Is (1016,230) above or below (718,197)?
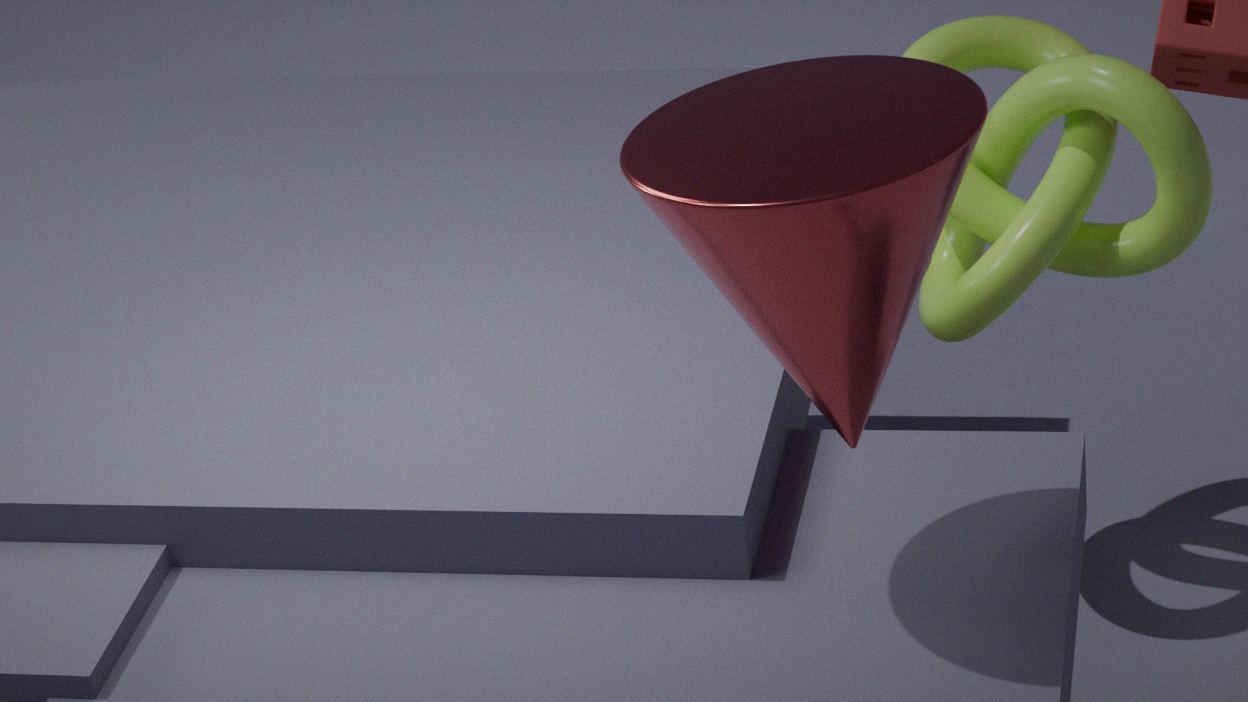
below
